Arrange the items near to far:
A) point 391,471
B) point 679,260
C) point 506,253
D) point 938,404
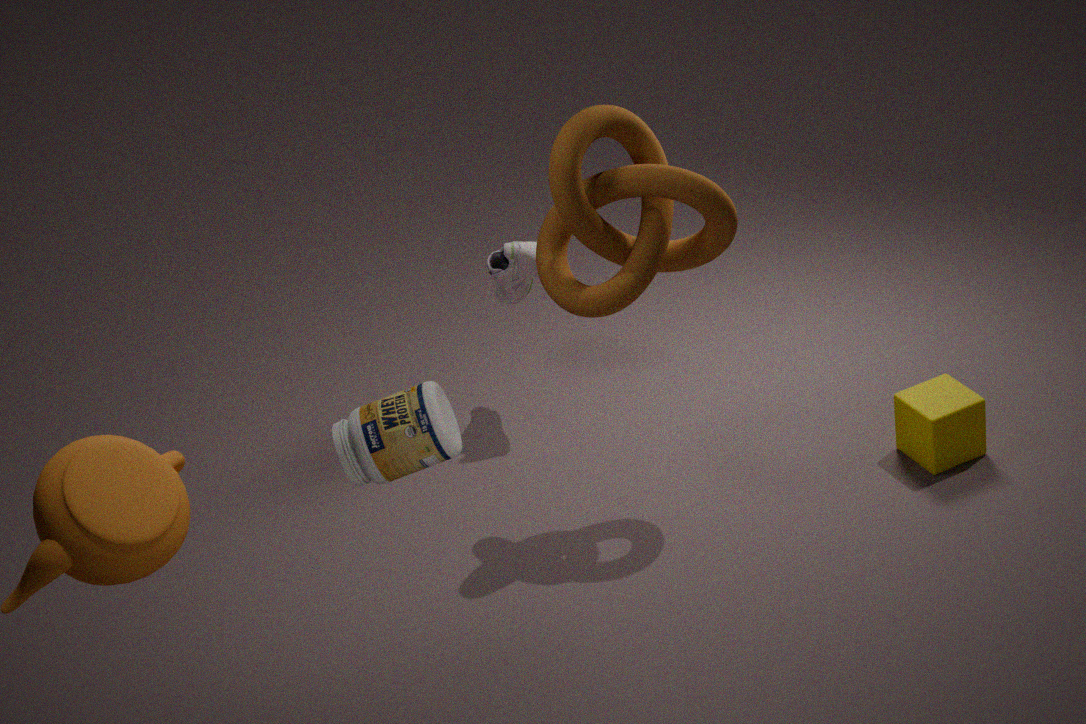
point 391,471 < point 679,260 < point 938,404 < point 506,253
